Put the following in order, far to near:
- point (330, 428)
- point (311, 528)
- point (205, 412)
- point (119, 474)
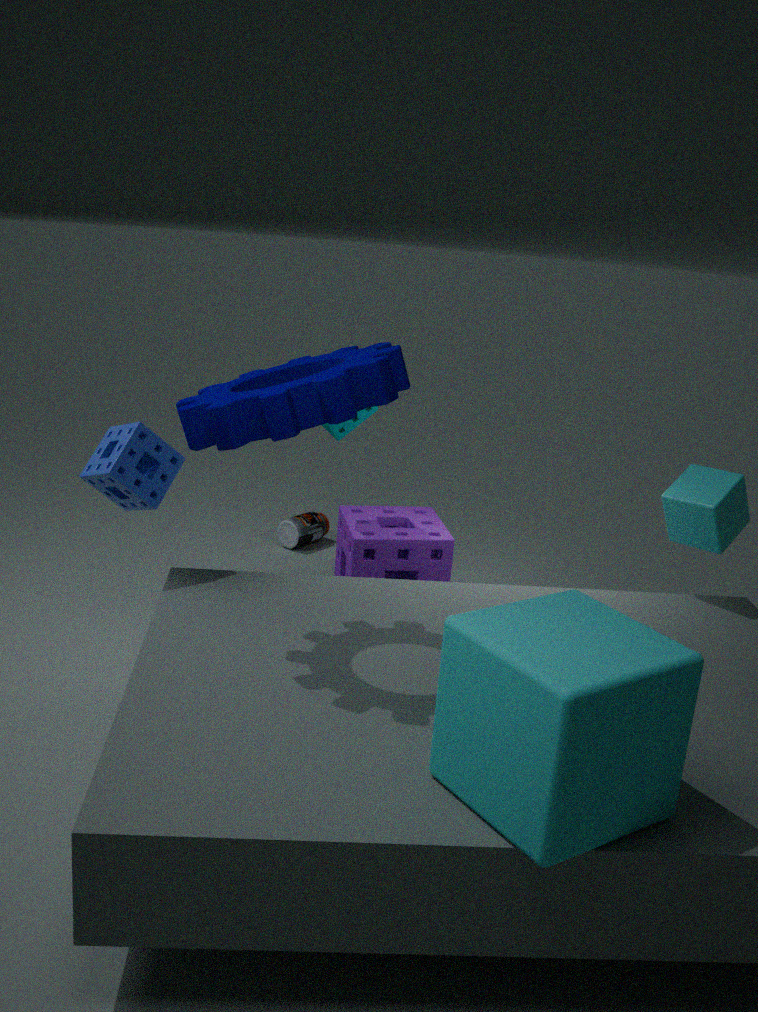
point (311, 528), point (330, 428), point (119, 474), point (205, 412)
